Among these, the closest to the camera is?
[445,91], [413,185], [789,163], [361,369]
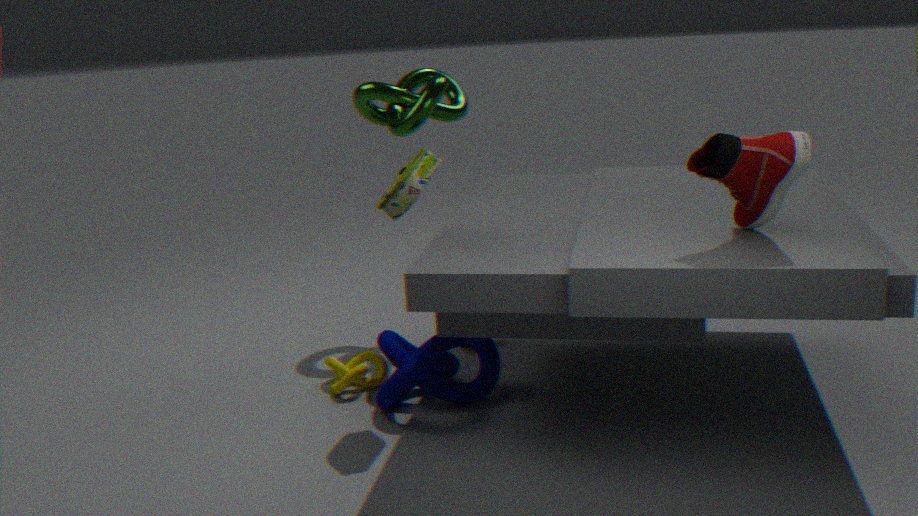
[789,163]
